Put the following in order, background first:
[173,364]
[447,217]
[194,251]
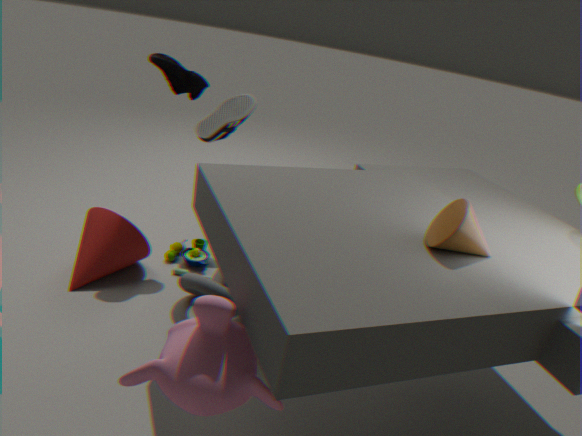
[194,251] → [447,217] → [173,364]
